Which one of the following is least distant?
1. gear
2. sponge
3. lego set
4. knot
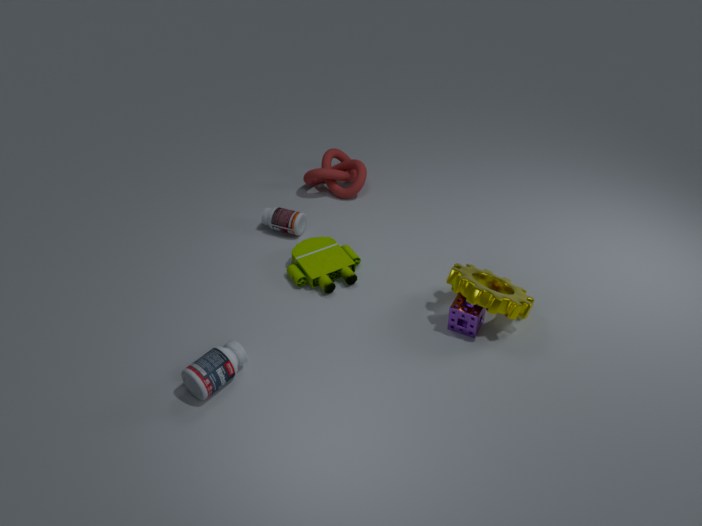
gear
